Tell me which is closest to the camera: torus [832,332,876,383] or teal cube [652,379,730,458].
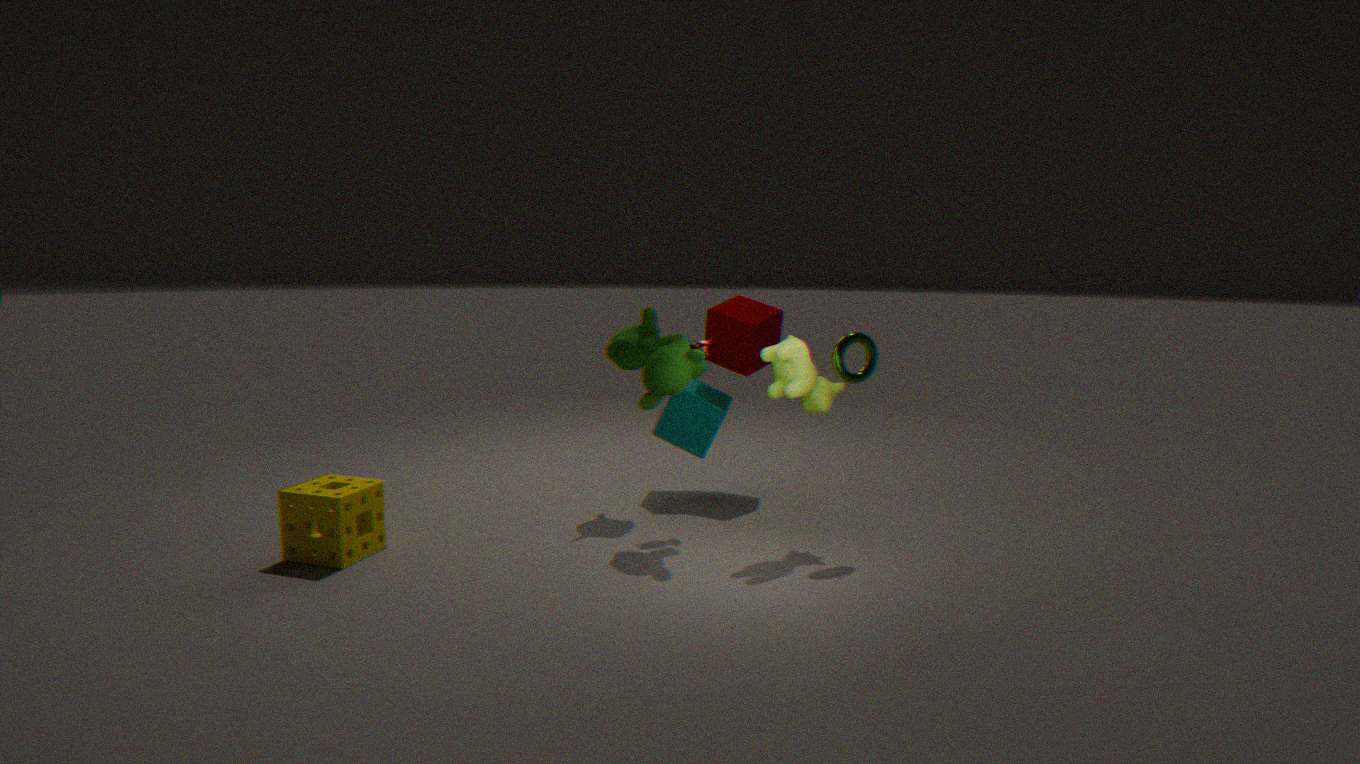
torus [832,332,876,383]
